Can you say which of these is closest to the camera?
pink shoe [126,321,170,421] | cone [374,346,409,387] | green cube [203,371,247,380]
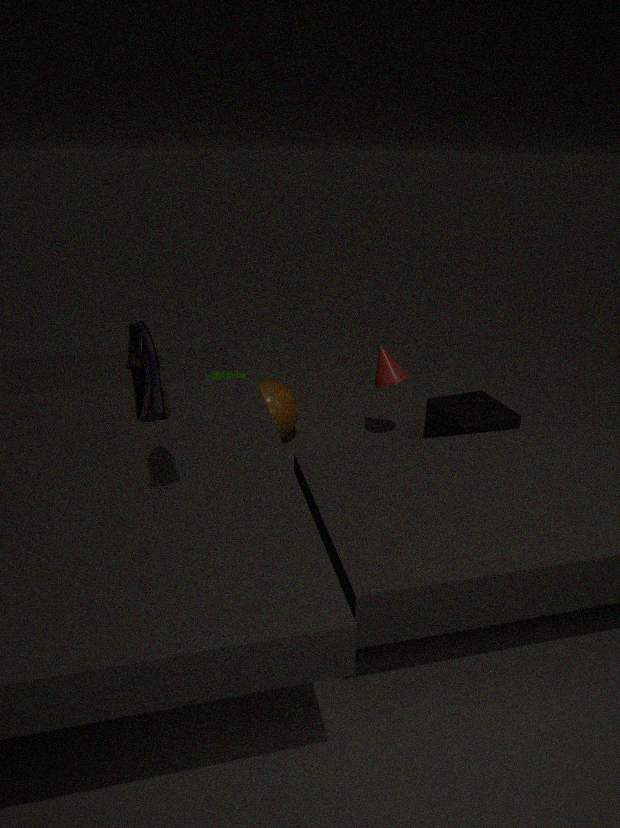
pink shoe [126,321,170,421]
